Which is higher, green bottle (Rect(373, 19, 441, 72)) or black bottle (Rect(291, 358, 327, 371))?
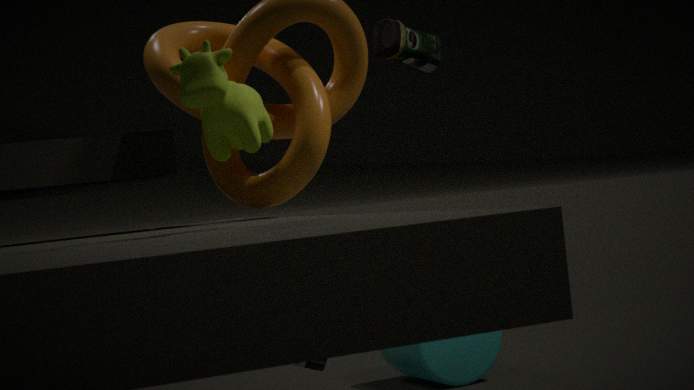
green bottle (Rect(373, 19, 441, 72))
